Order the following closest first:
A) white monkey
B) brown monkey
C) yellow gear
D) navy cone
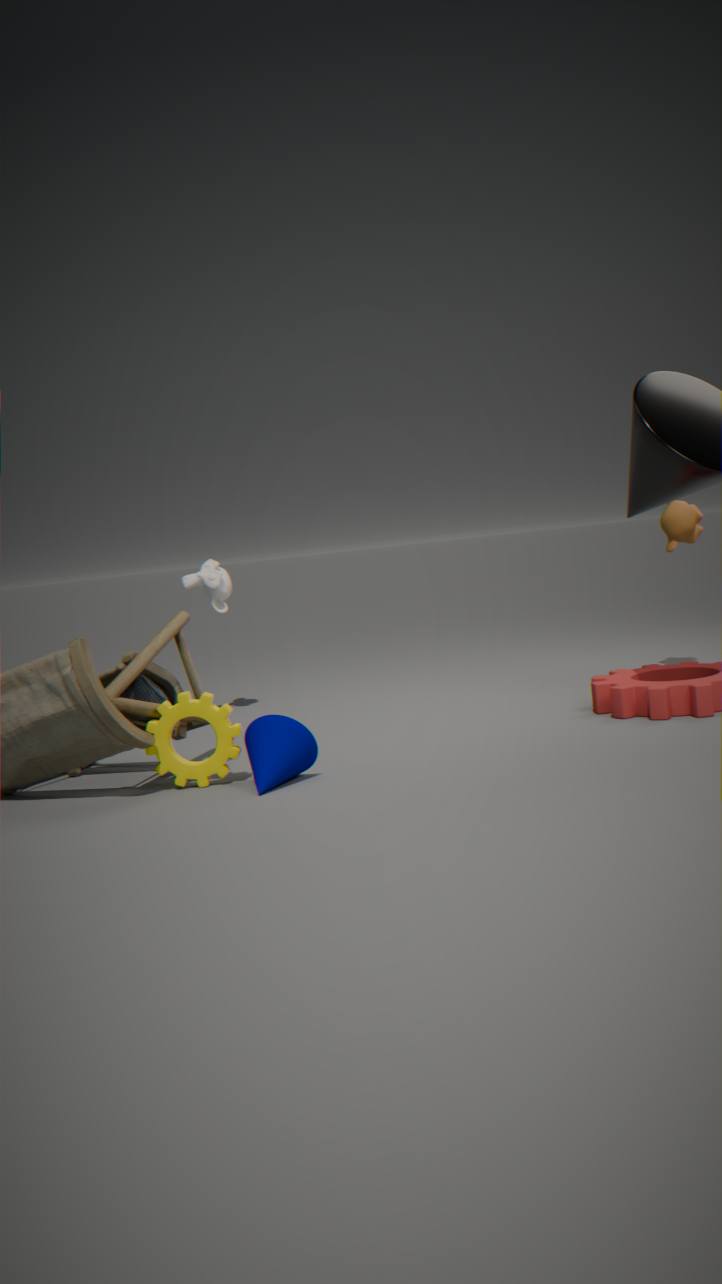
navy cone
yellow gear
brown monkey
white monkey
